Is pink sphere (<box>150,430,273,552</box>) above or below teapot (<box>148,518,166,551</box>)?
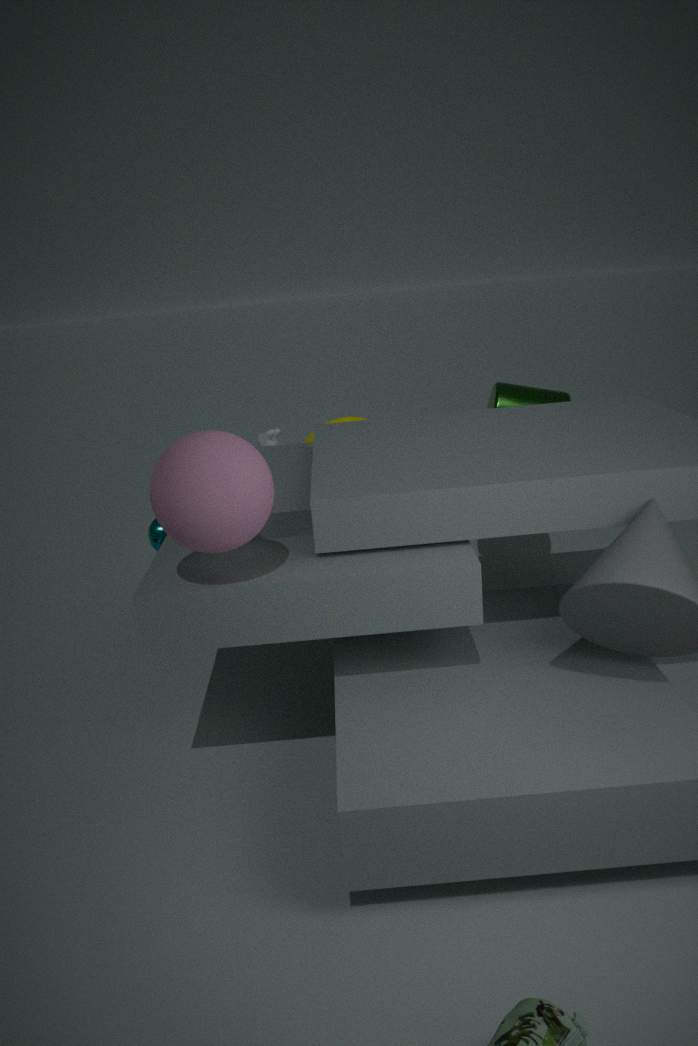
above
